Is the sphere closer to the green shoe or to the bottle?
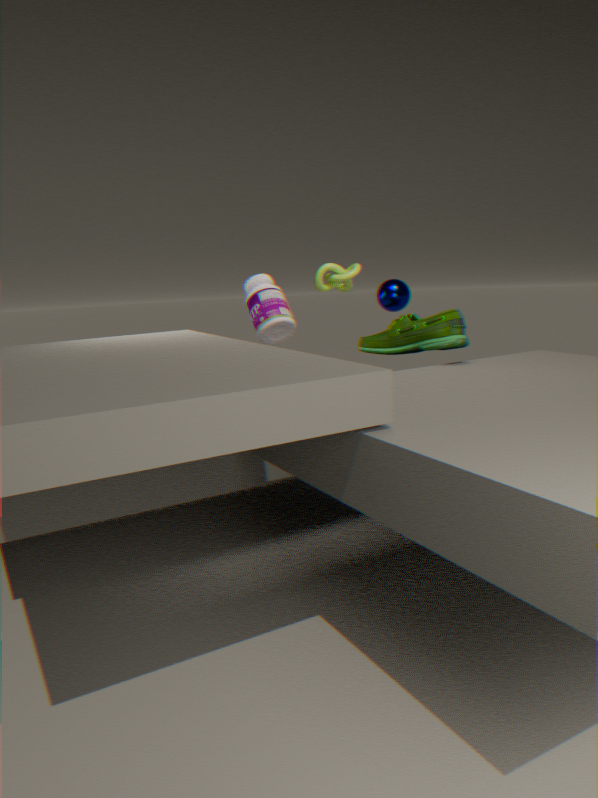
the green shoe
